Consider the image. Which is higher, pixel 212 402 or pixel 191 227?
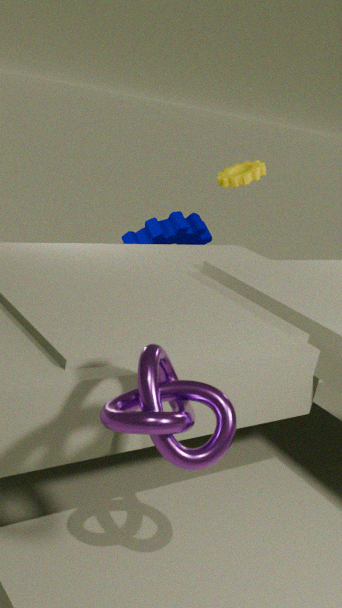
pixel 212 402
